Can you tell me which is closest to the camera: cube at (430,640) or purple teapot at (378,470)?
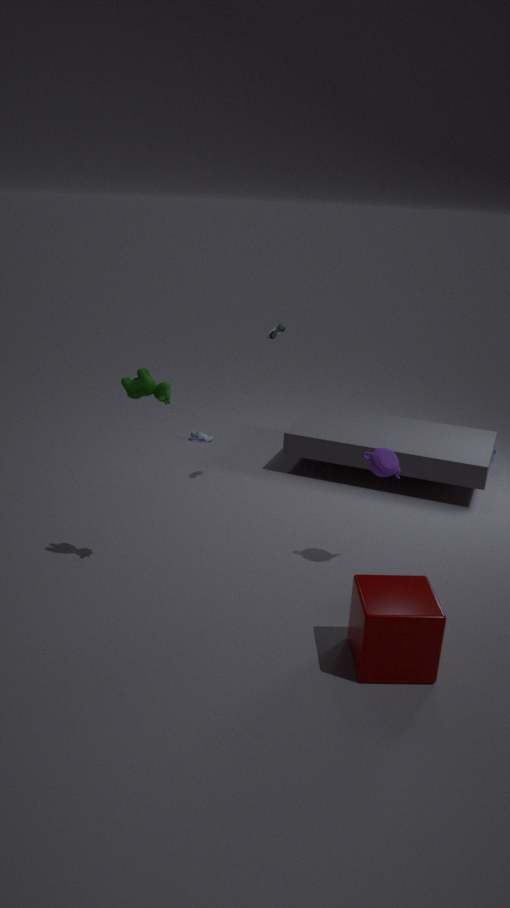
cube at (430,640)
